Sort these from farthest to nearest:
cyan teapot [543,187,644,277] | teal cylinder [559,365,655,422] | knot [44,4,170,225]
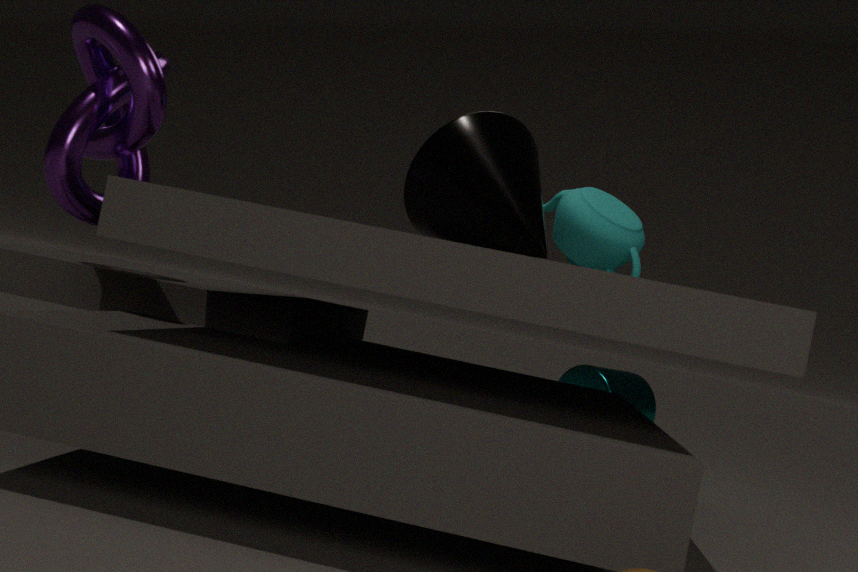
teal cylinder [559,365,655,422] < cyan teapot [543,187,644,277] < knot [44,4,170,225]
